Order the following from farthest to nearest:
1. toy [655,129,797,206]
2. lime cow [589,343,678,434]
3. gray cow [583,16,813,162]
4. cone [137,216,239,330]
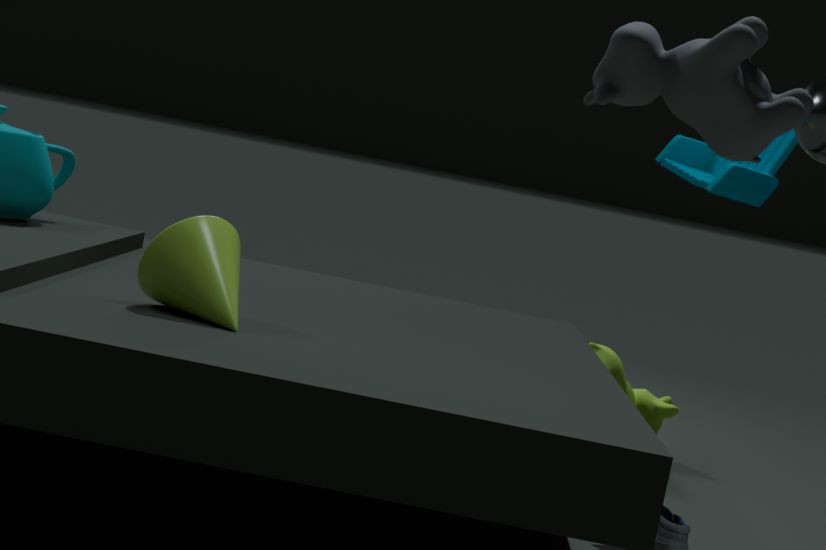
lime cow [589,343,678,434], toy [655,129,797,206], cone [137,216,239,330], gray cow [583,16,813,162]
